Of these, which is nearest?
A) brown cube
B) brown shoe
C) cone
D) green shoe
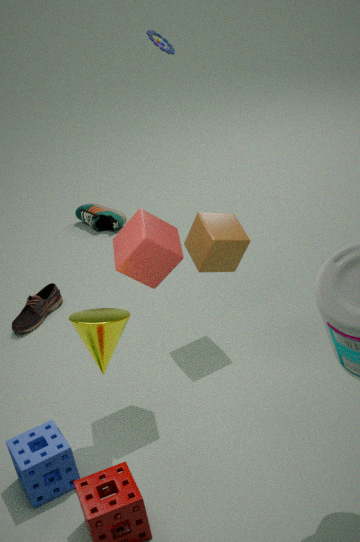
cone
